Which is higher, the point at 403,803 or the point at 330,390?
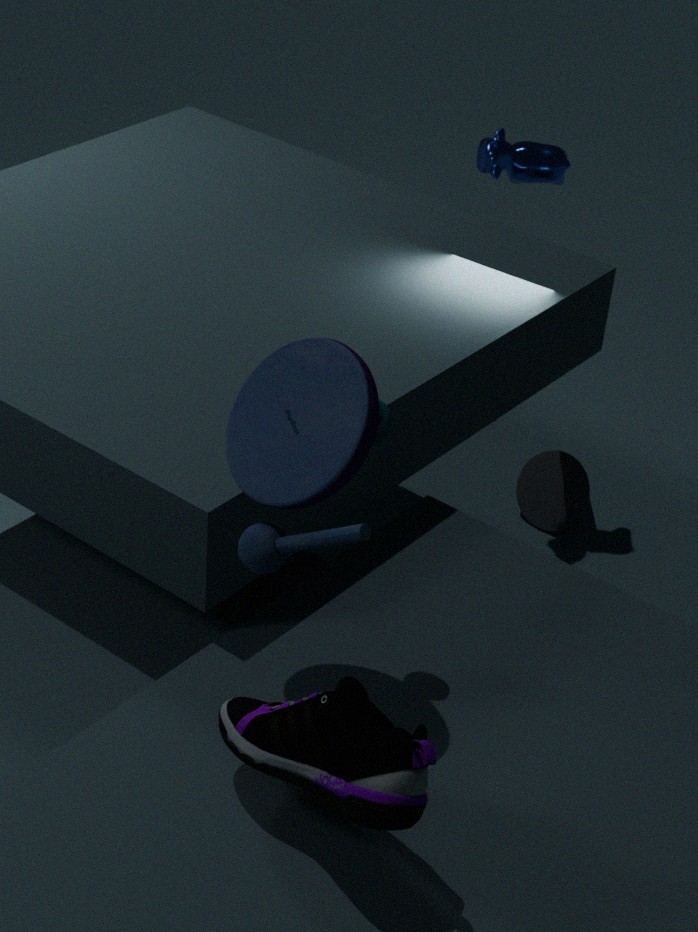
the point at 330,390
